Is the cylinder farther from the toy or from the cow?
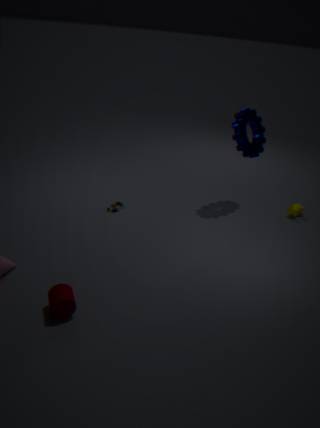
the cow
